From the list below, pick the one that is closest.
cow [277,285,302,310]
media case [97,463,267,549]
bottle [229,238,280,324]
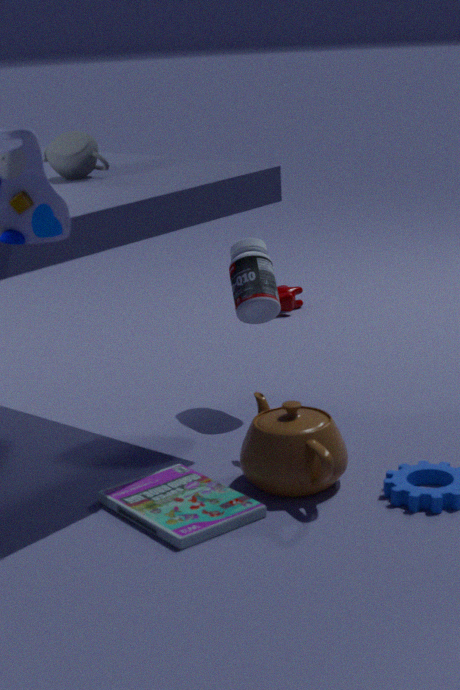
media case [97,463,267,549]
